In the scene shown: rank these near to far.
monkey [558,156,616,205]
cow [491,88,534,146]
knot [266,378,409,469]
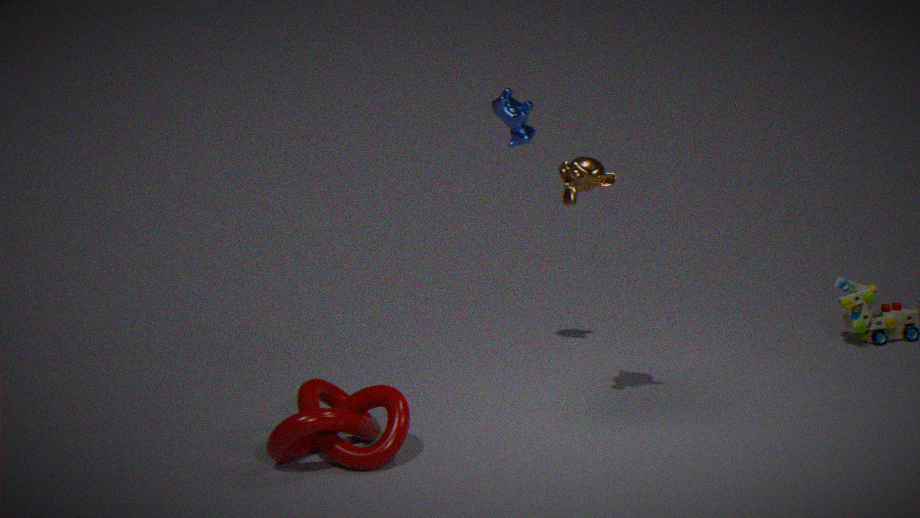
knot [266,378,409,469] → monkey [558,156,616,205] → cow [491,88,534,146]
